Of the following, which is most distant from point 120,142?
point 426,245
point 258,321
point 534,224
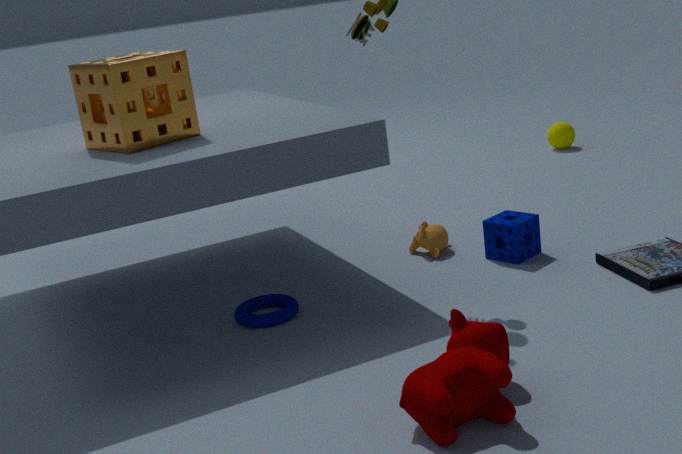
point 534,224
